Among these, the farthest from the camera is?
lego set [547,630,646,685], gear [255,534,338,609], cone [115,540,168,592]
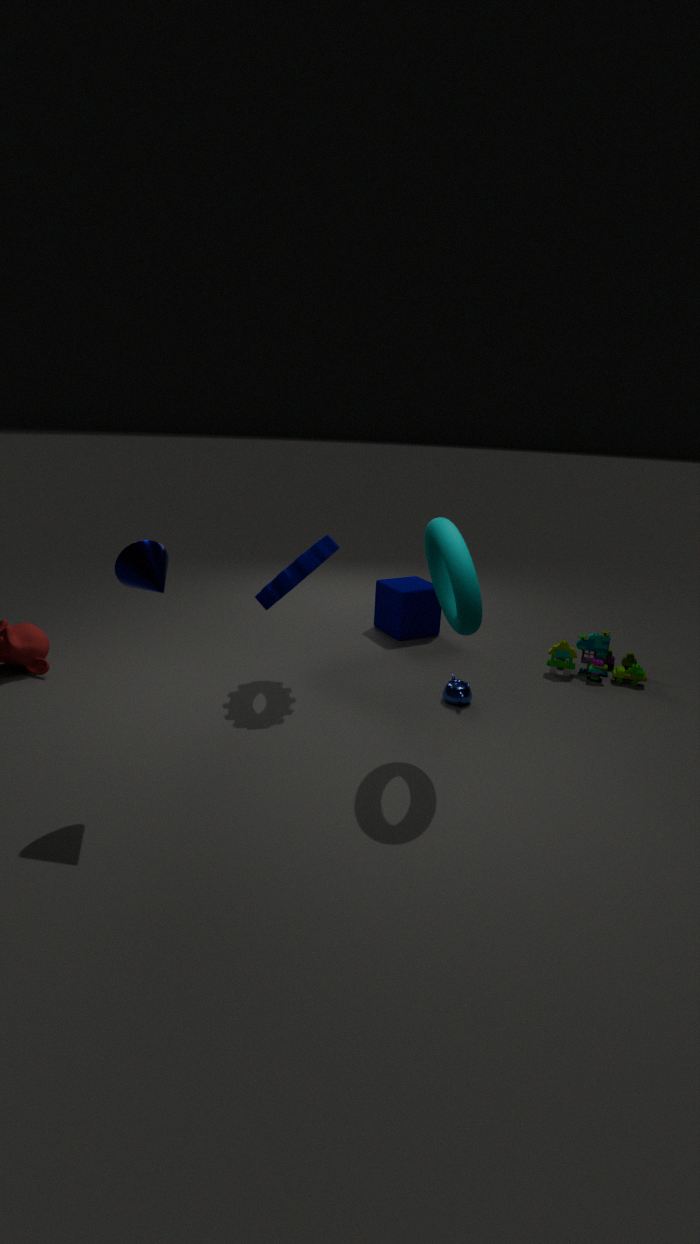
lego set [547,630,646,685]
